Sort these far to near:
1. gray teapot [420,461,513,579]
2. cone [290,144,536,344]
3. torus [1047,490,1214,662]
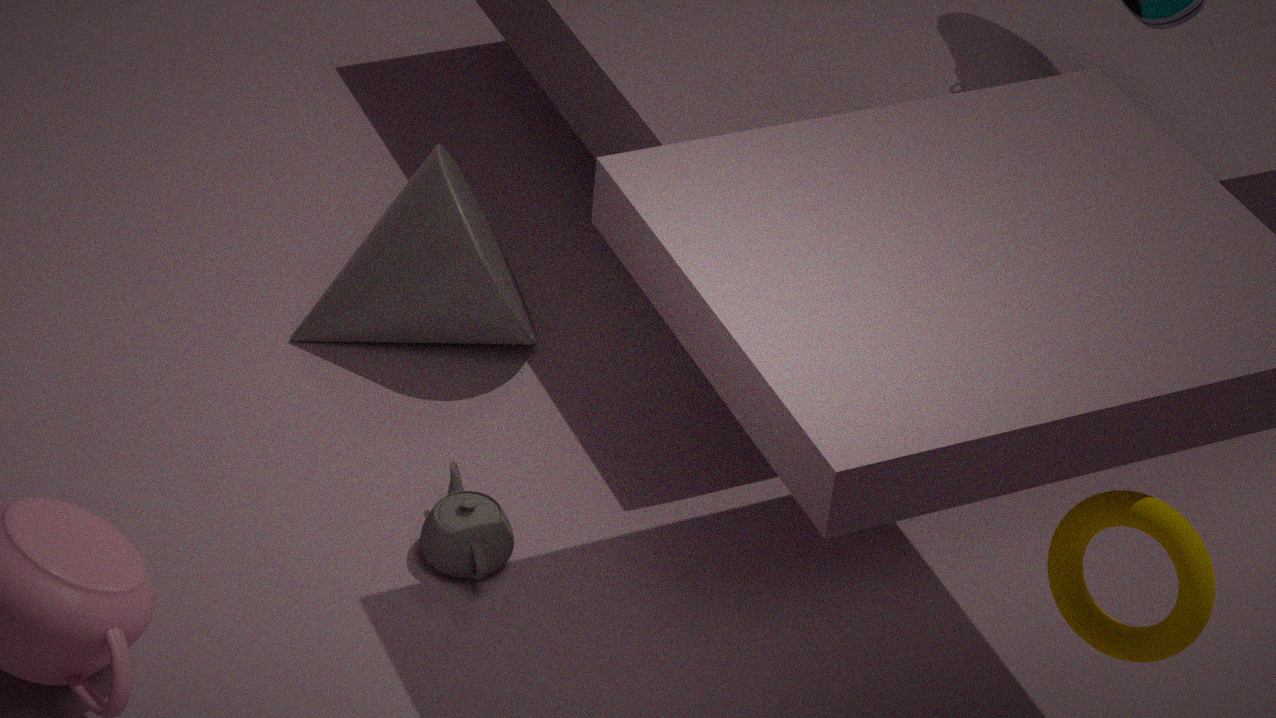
cone [290,144,536,344] < gray teapot [420,461,513,579] < torus [1047,490,1214,662]
